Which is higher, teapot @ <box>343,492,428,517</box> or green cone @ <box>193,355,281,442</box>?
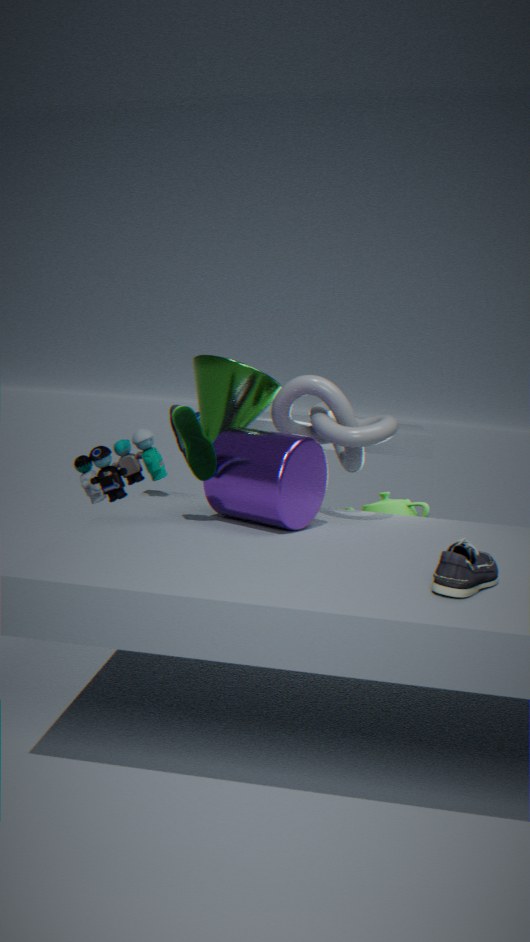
green cone @ <box>193,355,281,442</box>
